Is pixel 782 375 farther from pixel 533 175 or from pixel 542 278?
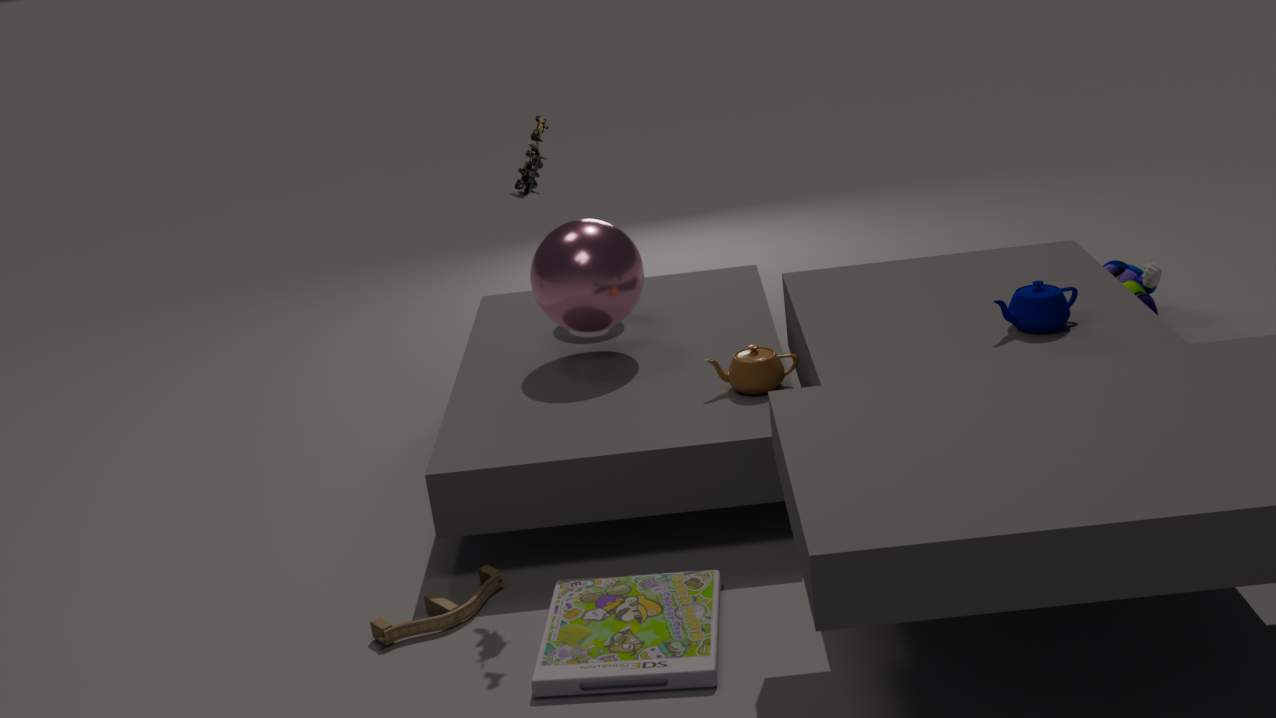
pixel 533 175
